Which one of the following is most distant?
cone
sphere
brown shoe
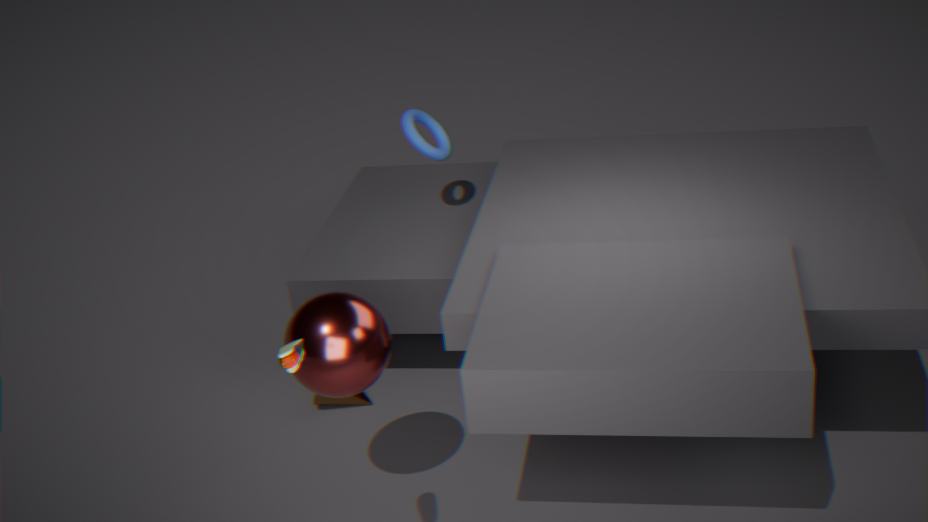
cone
